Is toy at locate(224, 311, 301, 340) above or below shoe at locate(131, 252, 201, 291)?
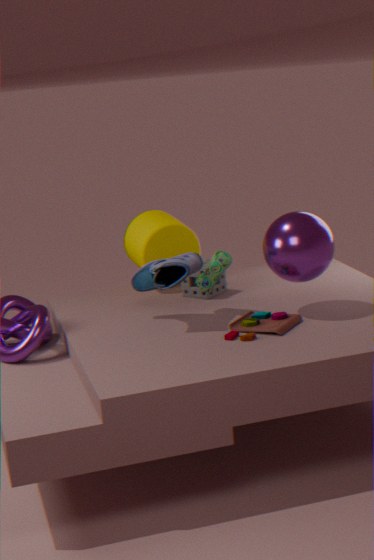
below
